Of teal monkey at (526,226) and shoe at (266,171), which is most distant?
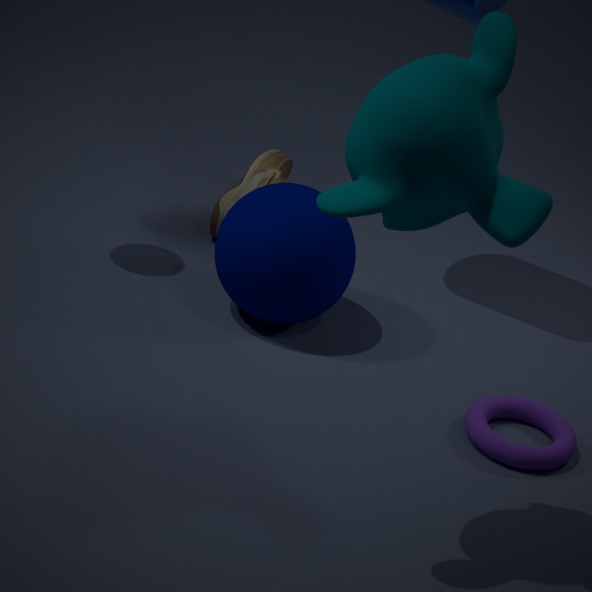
shoe at (266,171)
